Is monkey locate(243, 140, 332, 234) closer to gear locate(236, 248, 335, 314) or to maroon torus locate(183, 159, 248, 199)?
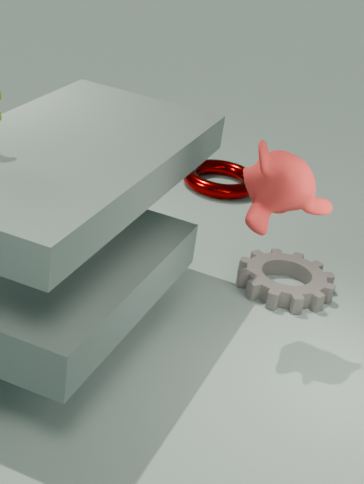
gear locate(236, 248, 335, 314)
